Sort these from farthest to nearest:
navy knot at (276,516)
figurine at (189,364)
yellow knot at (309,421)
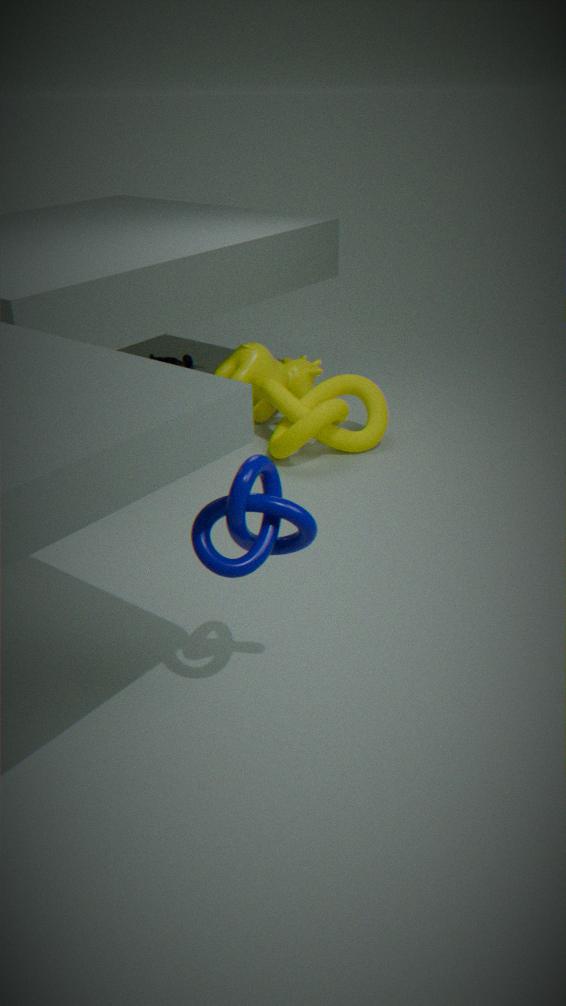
figurine at (189,364)
yellow knot at (309,421)
navy knot at (276,516)
